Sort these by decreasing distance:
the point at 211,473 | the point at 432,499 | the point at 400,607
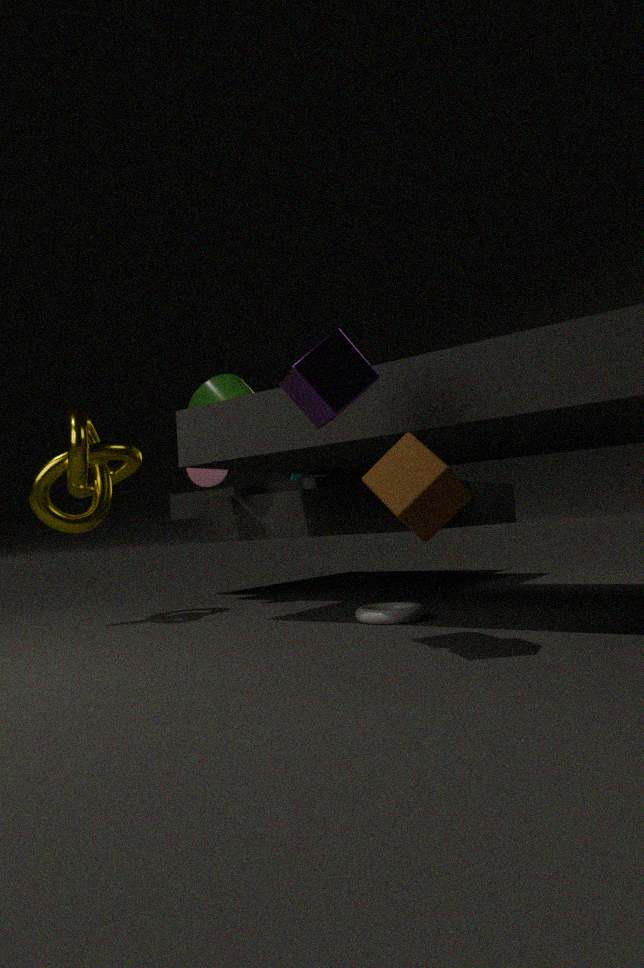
the point at 211,473 → the point at 400,607 → the point at 432,499
